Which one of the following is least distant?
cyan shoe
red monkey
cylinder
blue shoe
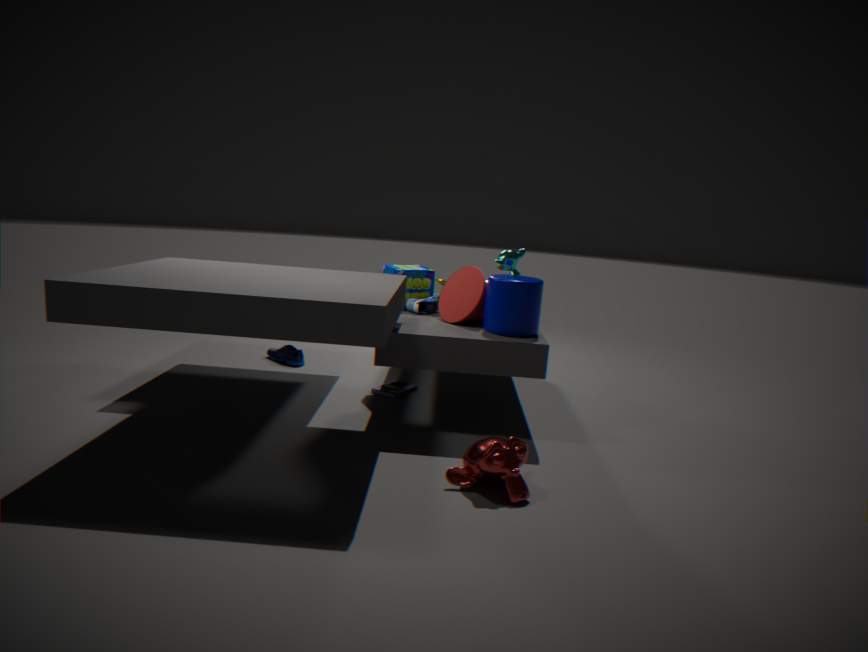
red monkey
